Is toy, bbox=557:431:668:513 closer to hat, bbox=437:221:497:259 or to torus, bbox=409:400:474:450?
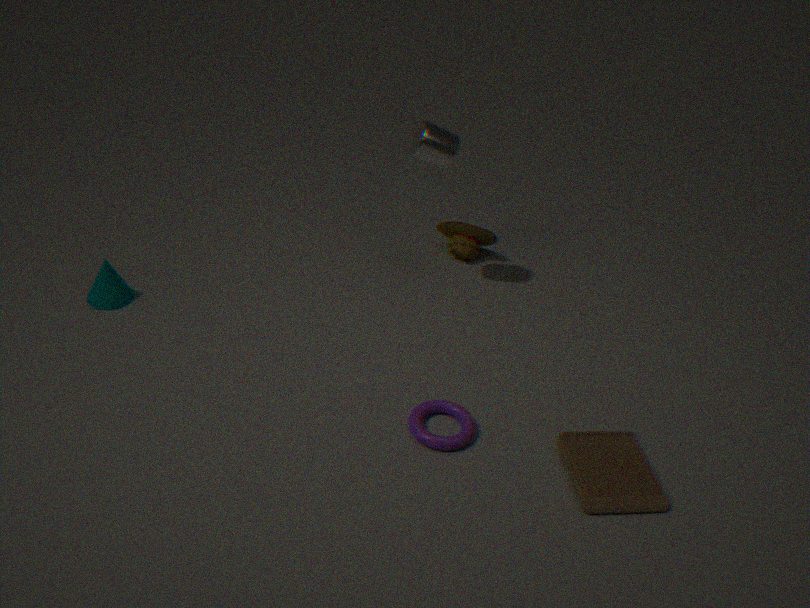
torus, bbox=409:400:474:450
